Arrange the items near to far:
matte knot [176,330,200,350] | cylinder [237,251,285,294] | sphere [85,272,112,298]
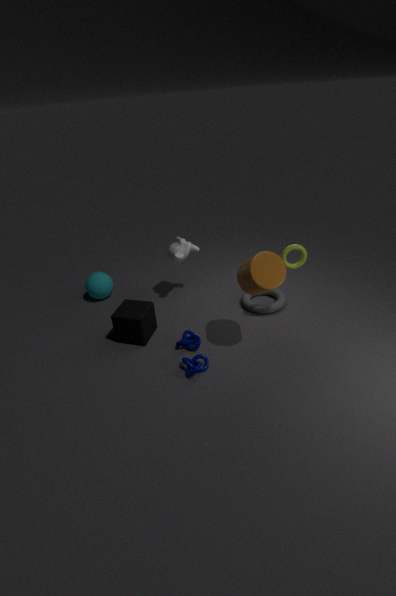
cylinder [237,251,285,294], matte knot [176,330,200,350], sphere [85,272,112,298]
